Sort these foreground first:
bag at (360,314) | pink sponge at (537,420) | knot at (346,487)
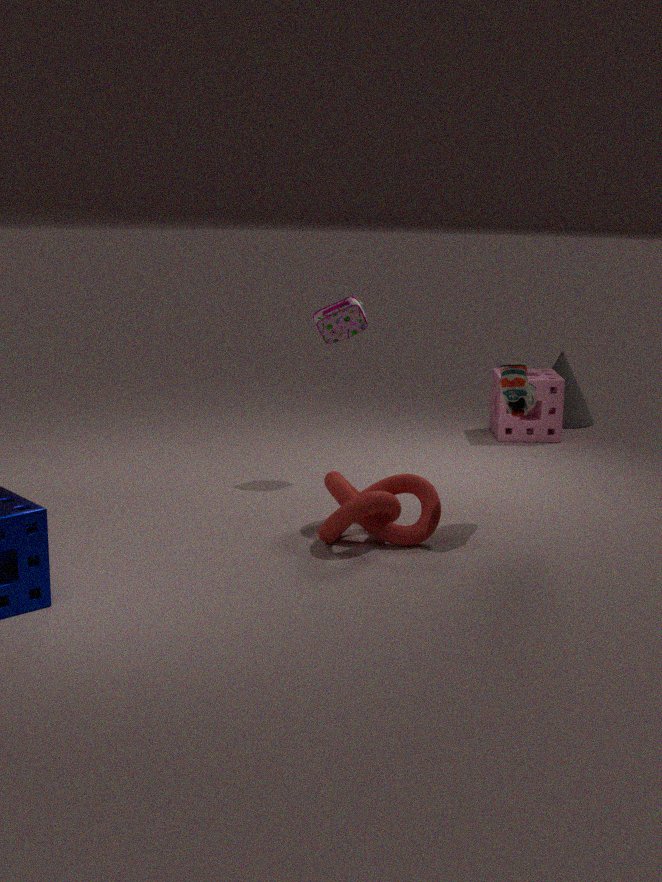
knot at (346,487)
bag at (360,314)
pink sponge at (537,420)
